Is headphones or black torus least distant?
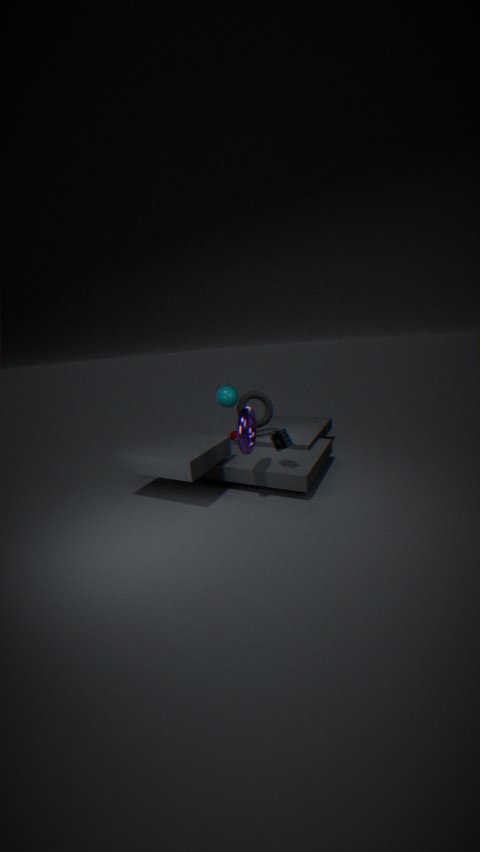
headphones
